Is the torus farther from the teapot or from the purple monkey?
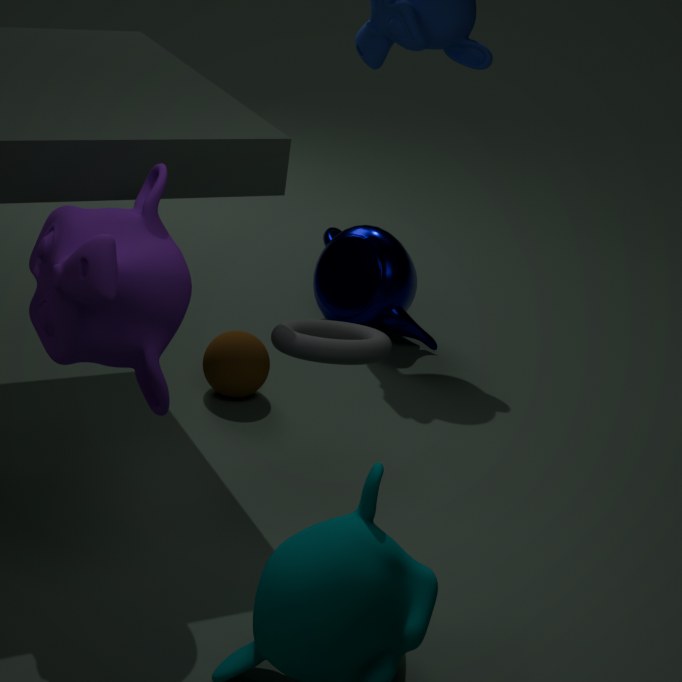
the teapot
